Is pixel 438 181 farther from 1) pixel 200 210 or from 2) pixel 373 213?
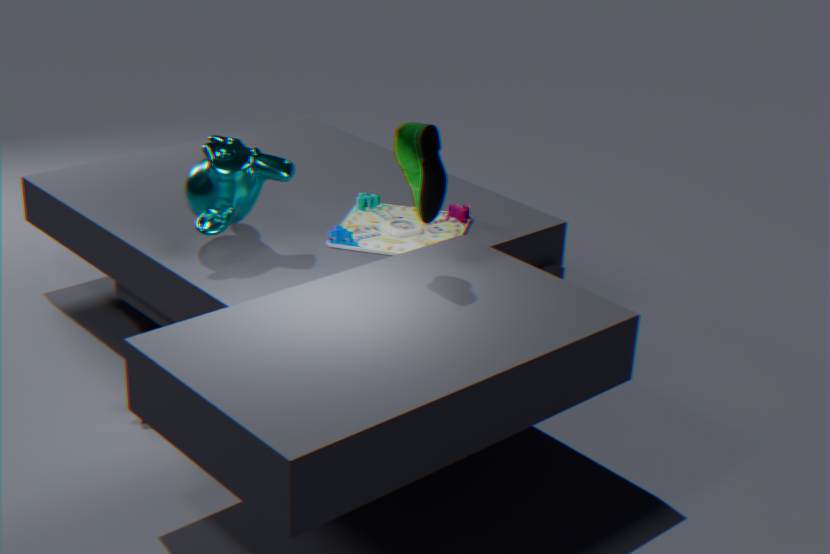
1) pixel 200 210
